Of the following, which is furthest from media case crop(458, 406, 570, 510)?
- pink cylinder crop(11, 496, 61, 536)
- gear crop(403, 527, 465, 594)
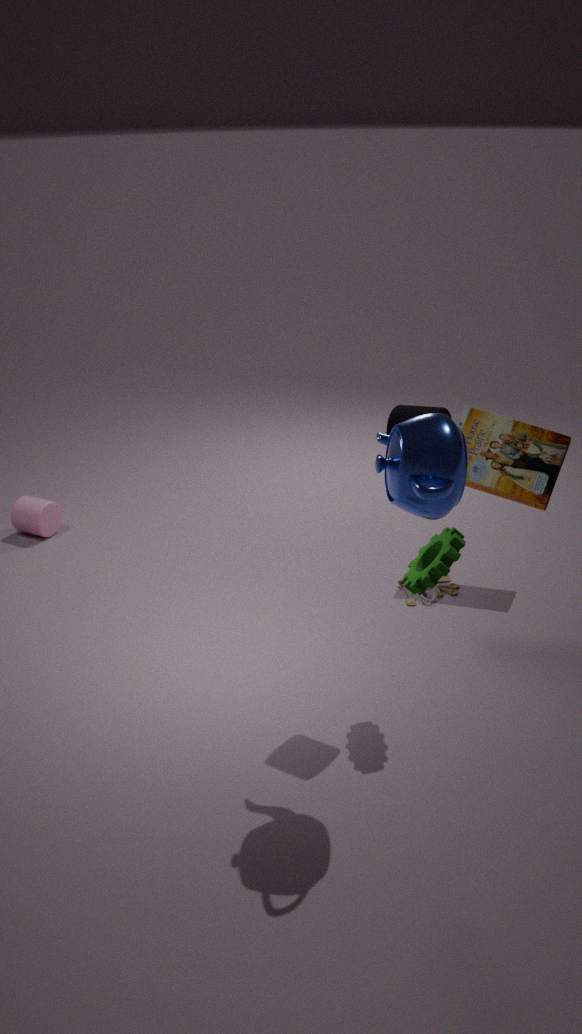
pink cylinder crop(11, 496, 61, 536)
